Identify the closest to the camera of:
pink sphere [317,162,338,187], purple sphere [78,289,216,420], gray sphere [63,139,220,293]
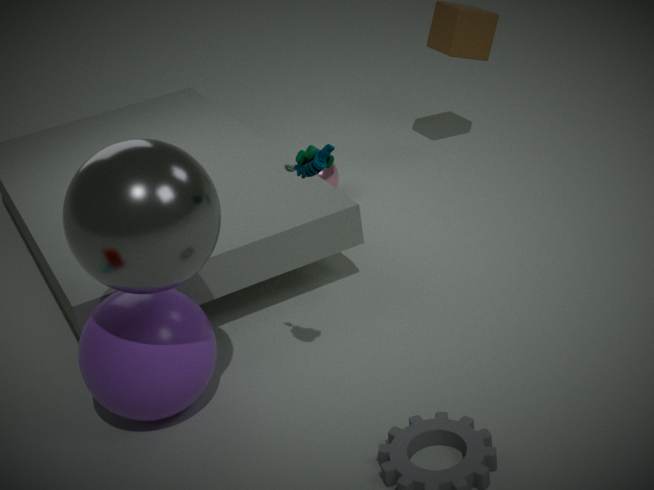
gray sphere [63,139,220,293]
